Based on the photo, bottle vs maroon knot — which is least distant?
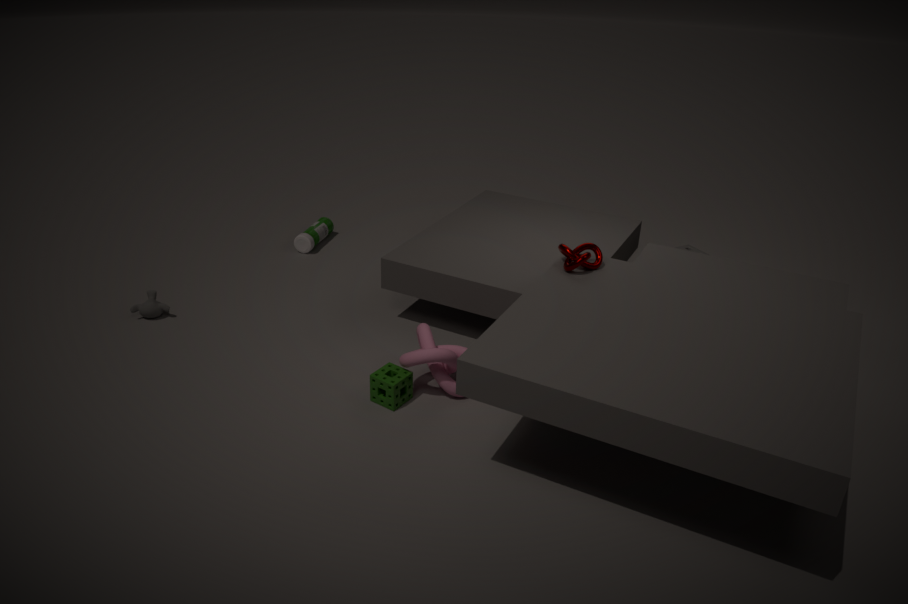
maroon knot
